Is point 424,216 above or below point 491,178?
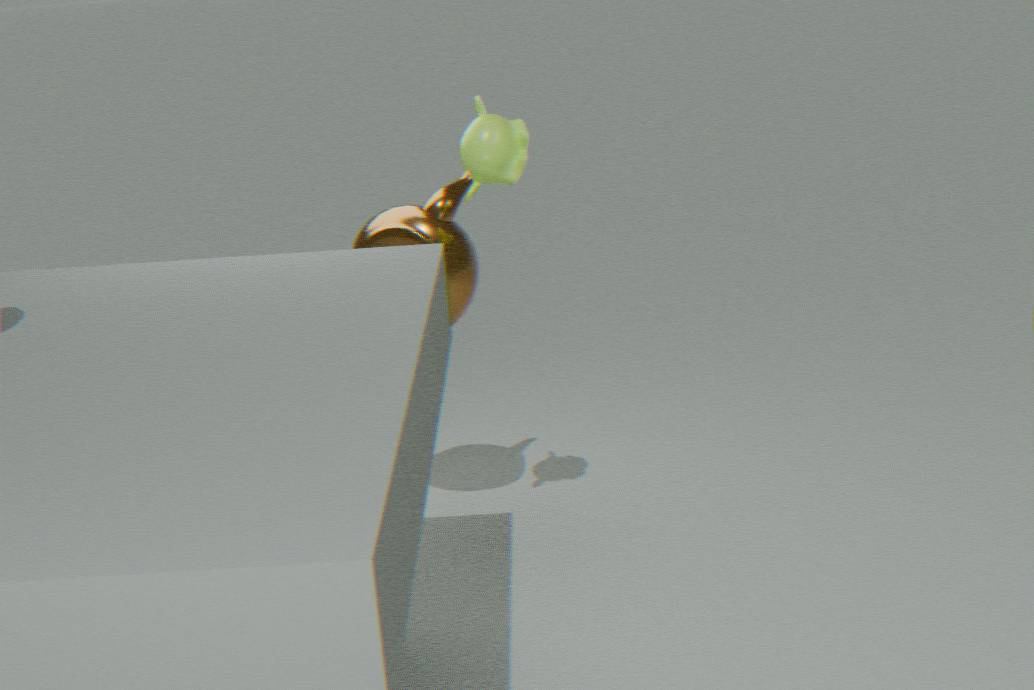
below
